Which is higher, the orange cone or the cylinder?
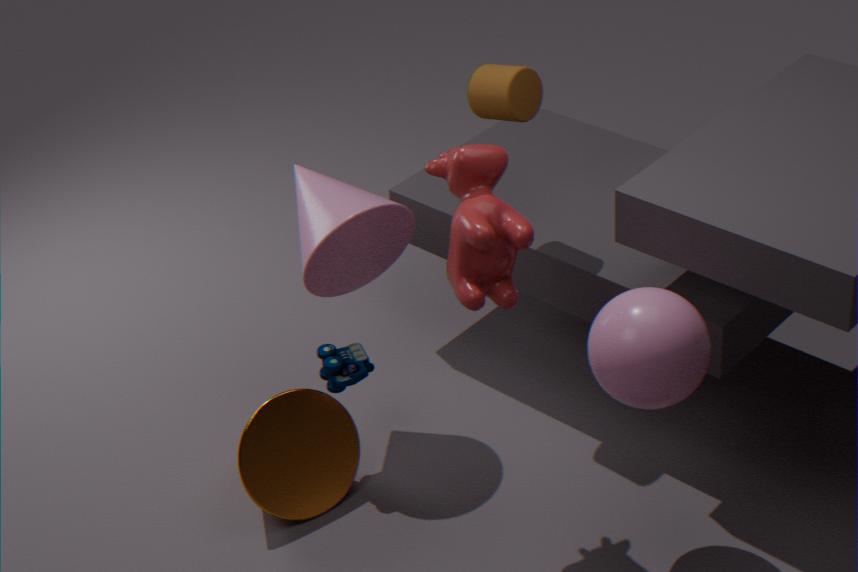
the cylinder
